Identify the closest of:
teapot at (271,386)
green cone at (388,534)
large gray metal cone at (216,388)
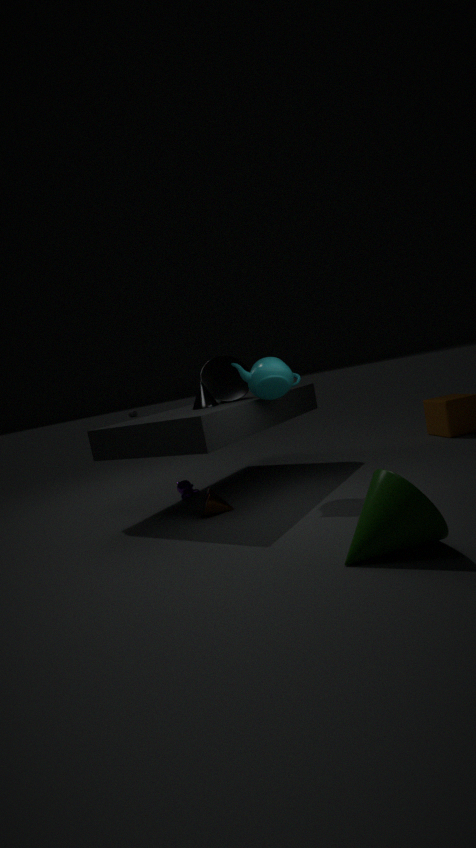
green cone at (388,534)
